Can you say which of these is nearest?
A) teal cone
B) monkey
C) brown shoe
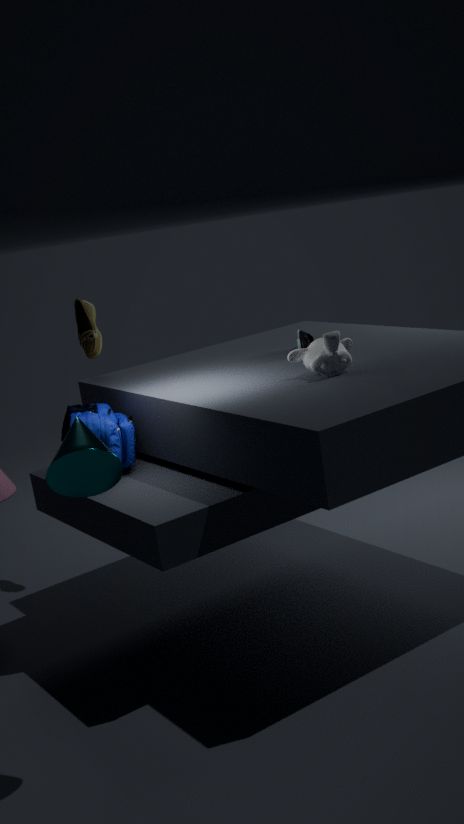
teal cone
